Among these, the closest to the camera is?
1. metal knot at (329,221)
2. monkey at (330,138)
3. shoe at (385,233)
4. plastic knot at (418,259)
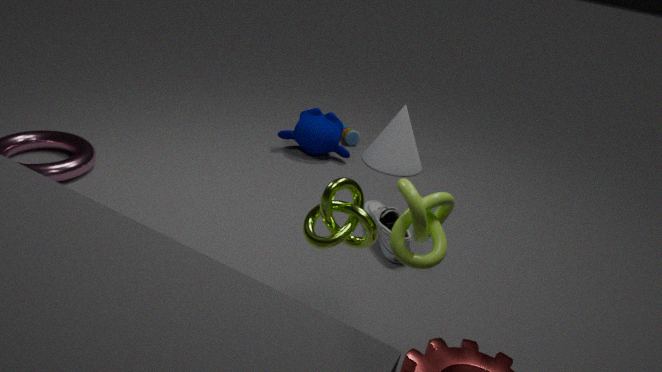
plastic knot at (418,259)
